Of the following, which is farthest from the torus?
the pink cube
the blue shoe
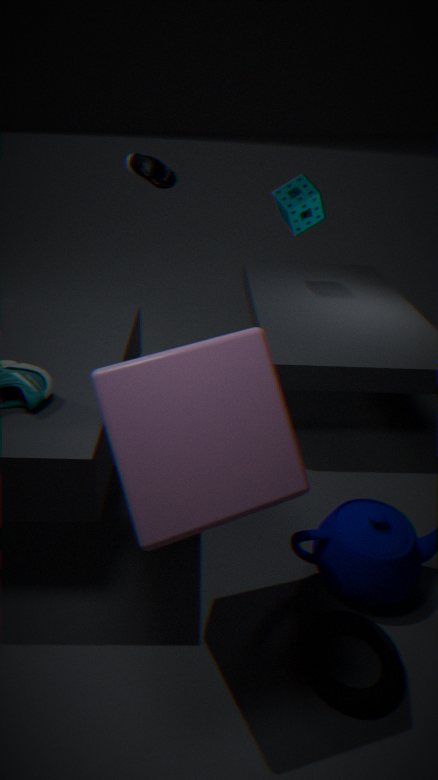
the blue shoe
